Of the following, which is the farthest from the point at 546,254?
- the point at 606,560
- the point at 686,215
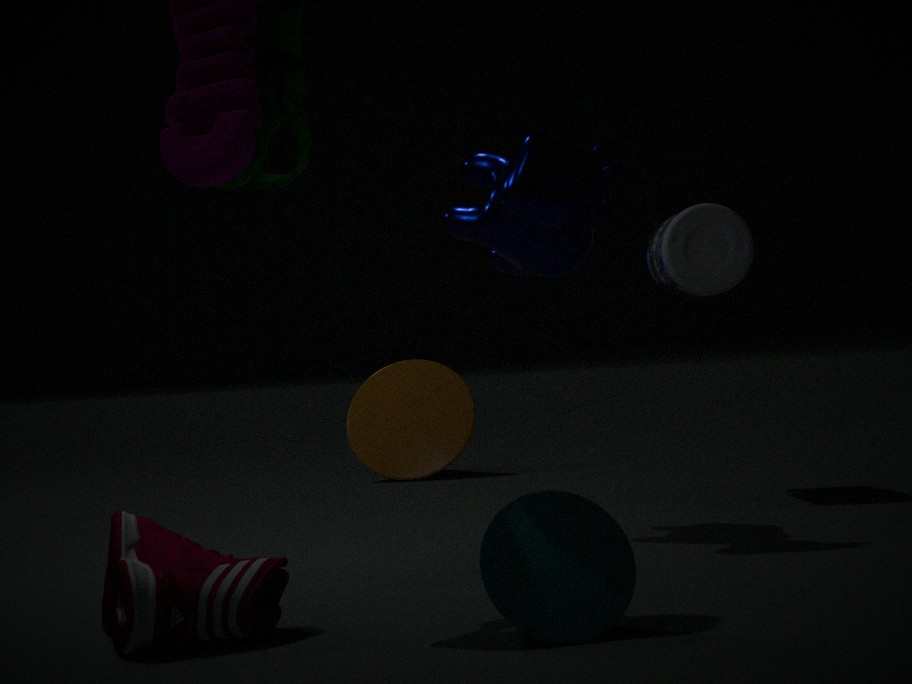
the point at 606,560
